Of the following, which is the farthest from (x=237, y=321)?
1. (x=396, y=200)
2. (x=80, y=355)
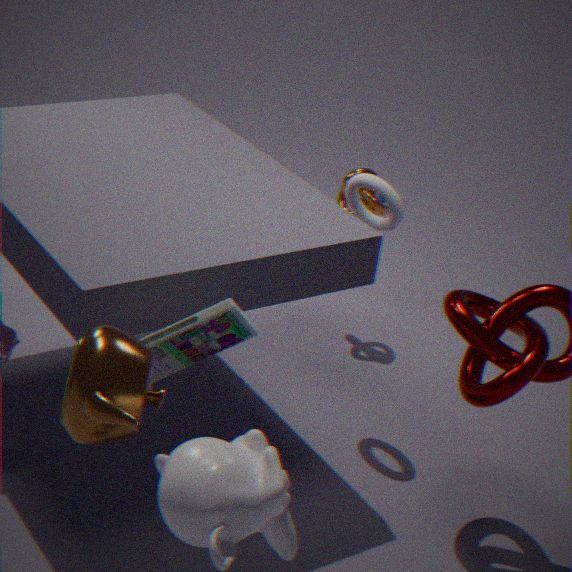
(x=396, y=200)
